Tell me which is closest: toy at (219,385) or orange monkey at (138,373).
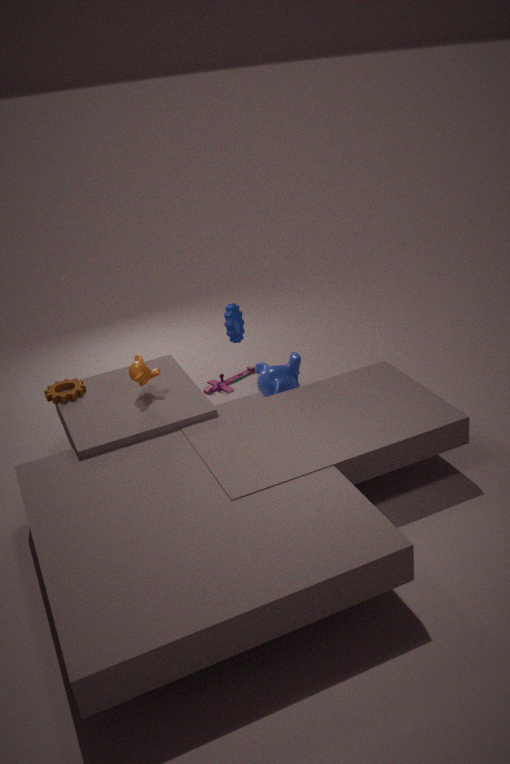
orange monkey at (138,373)
